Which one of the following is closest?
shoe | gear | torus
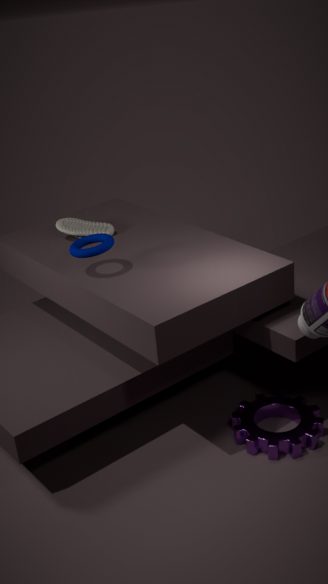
torus
